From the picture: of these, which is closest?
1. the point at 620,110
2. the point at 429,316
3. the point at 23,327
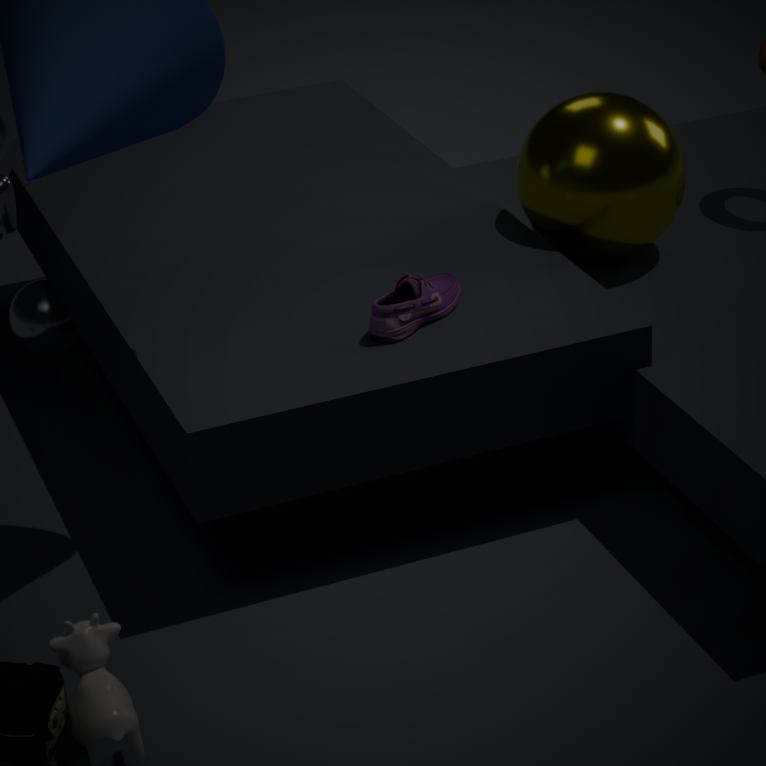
the point at 429,316
